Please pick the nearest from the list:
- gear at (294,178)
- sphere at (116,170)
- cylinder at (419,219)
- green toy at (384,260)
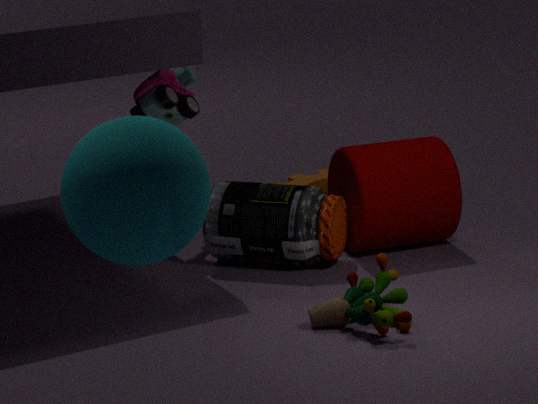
sphere at (116,170)
